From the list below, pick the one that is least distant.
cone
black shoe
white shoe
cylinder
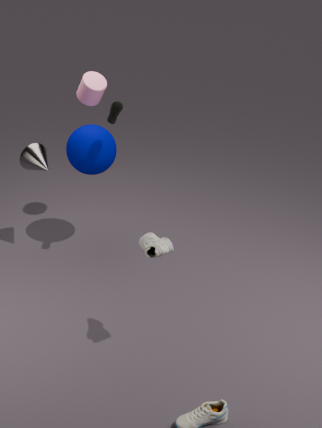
white shoe
